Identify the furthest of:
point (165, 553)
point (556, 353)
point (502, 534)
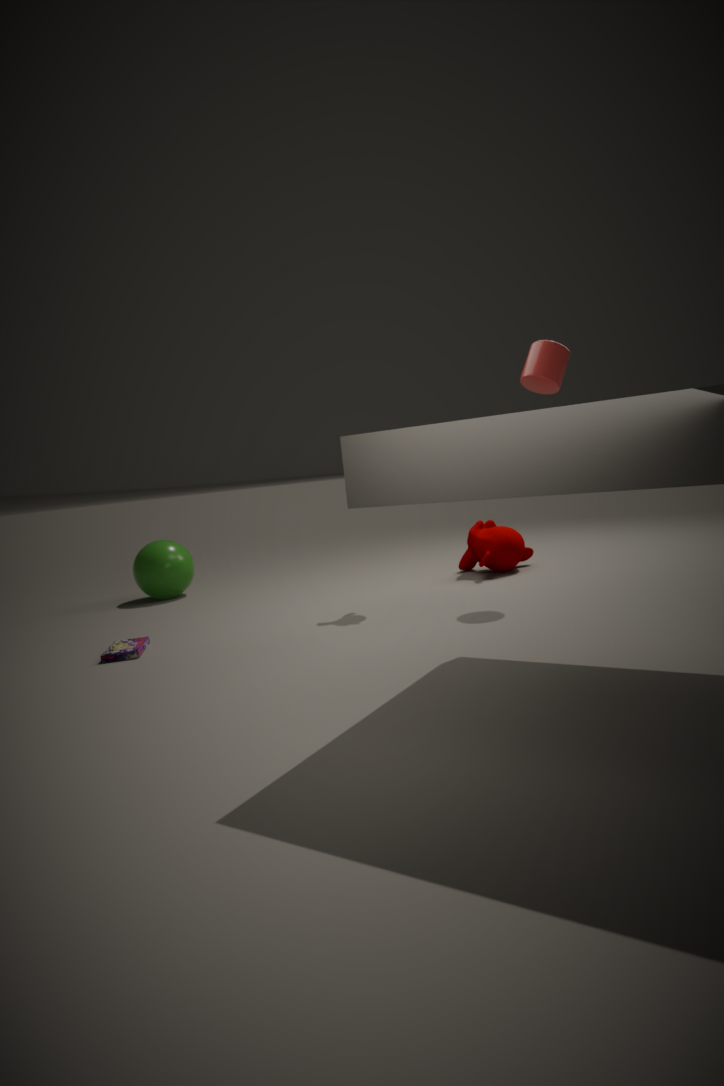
point (165, 553)
